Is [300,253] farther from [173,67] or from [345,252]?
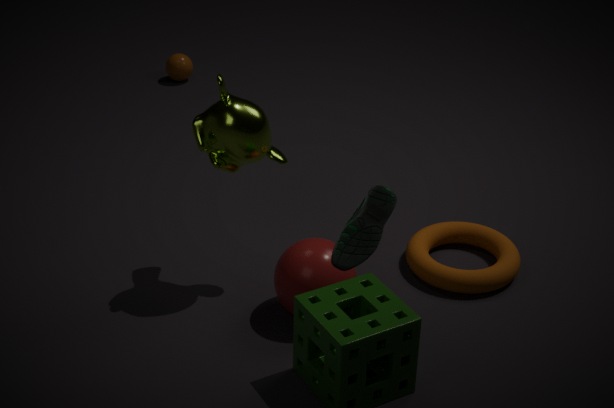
[173,67]
